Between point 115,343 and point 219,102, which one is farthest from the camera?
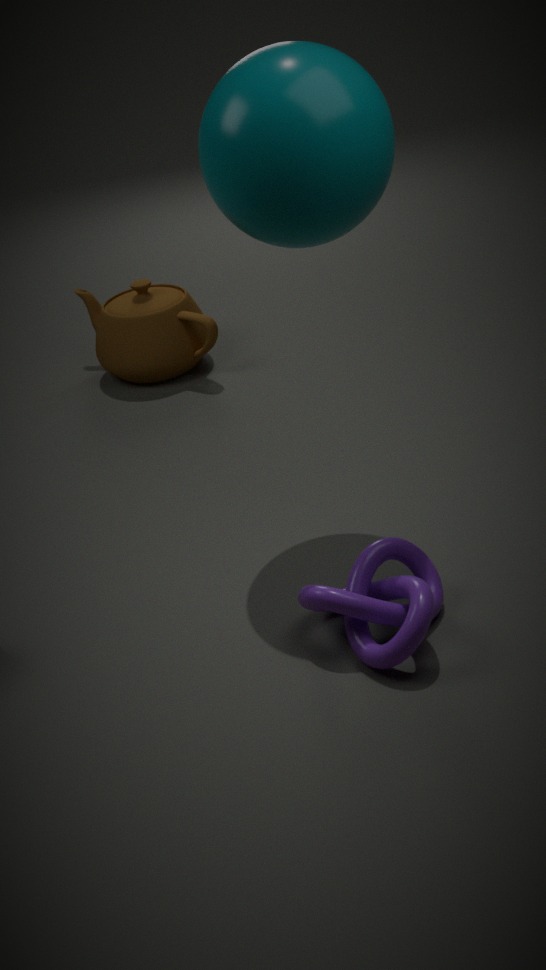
point 115,343
